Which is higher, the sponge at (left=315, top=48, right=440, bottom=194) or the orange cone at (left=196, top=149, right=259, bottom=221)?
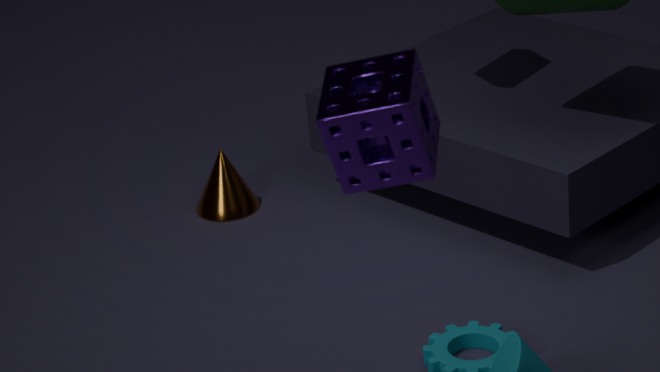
the sponge at (left=315, top=48, right=440, bottom=194)
